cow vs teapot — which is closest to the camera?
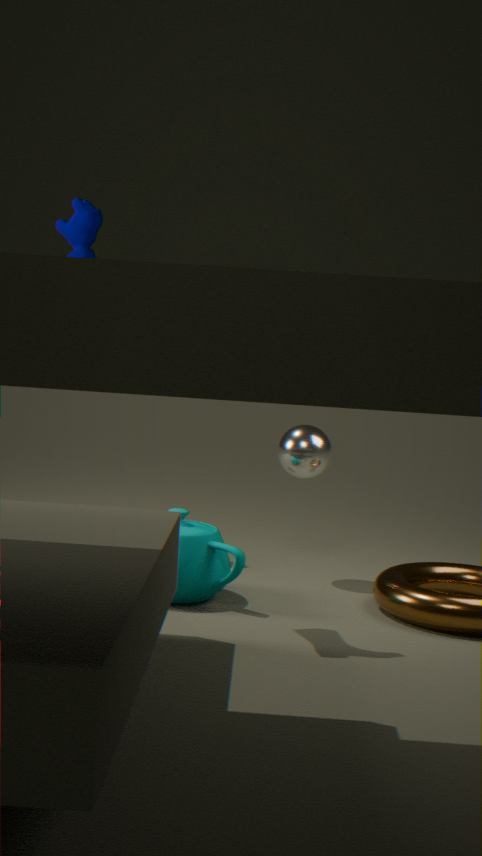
teapot
